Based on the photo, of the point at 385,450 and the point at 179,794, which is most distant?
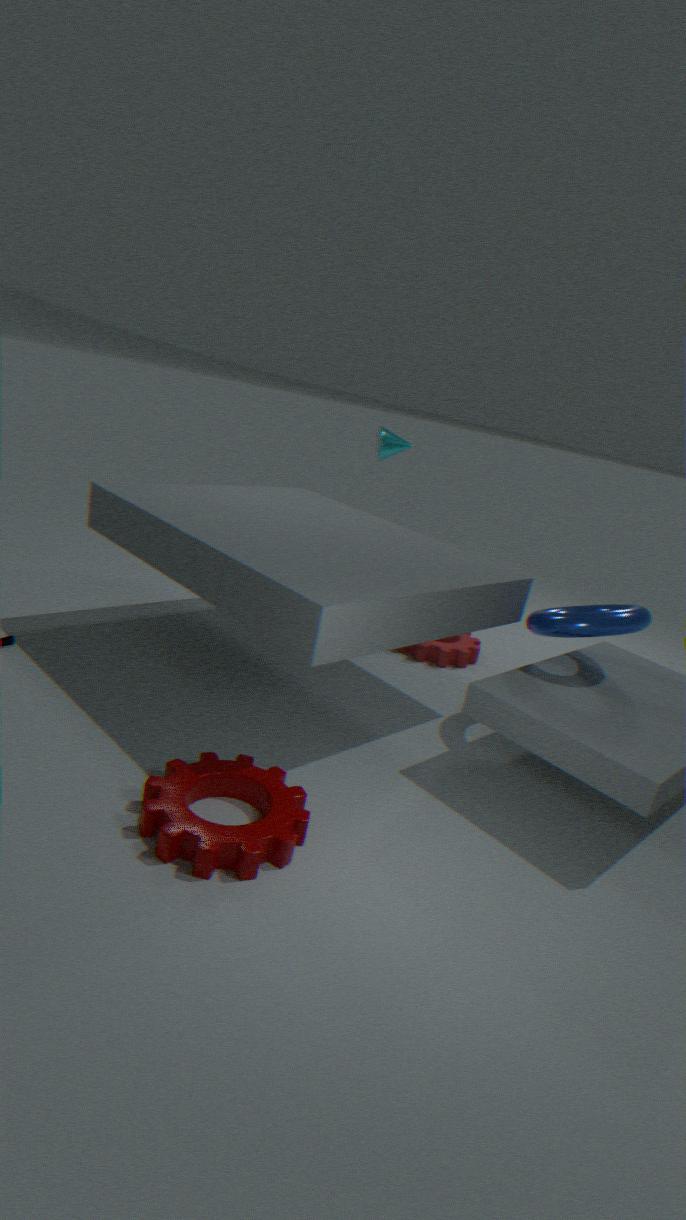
the point at 385,450
